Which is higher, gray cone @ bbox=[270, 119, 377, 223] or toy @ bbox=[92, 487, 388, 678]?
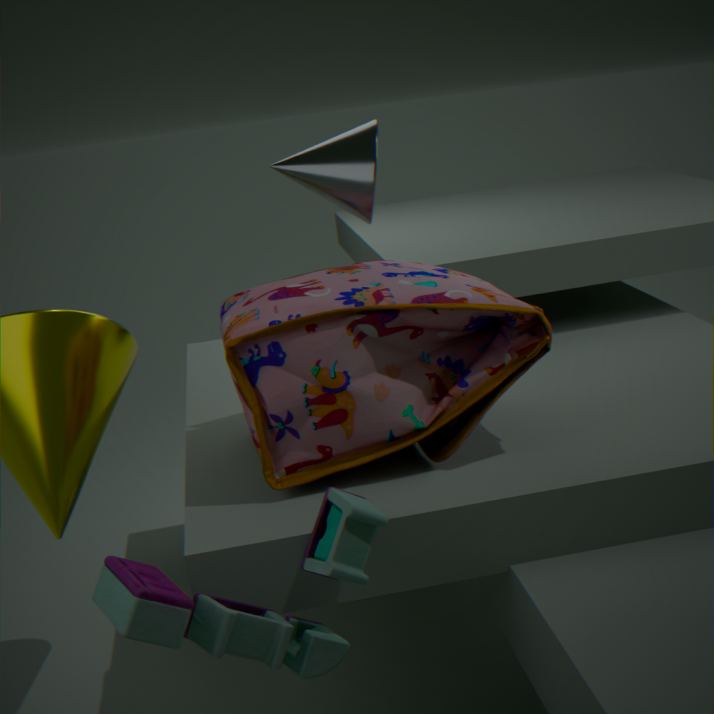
gray cone @ bbox=[270, 119, 377, 223]
